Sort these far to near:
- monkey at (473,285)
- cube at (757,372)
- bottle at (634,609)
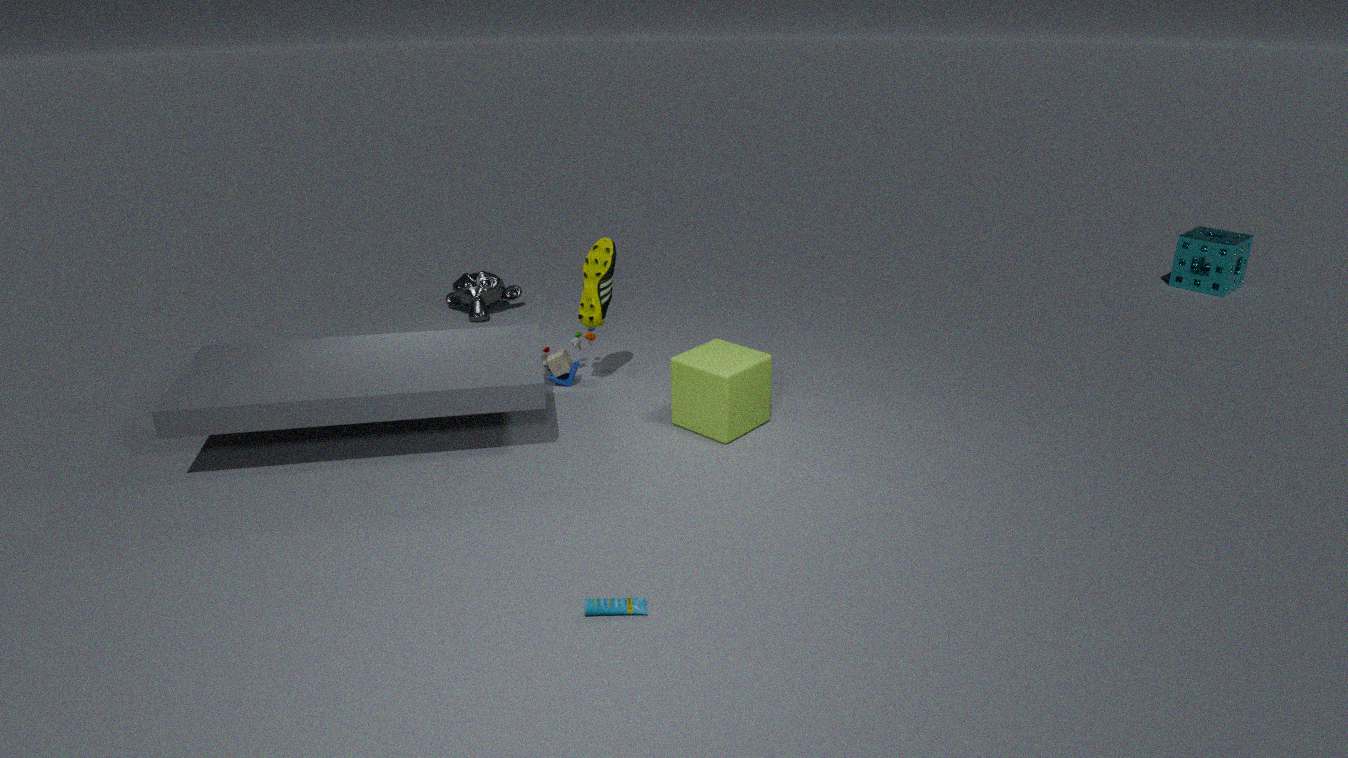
monkey at (473,285), cube at (757,372), bottle at (634,609)
